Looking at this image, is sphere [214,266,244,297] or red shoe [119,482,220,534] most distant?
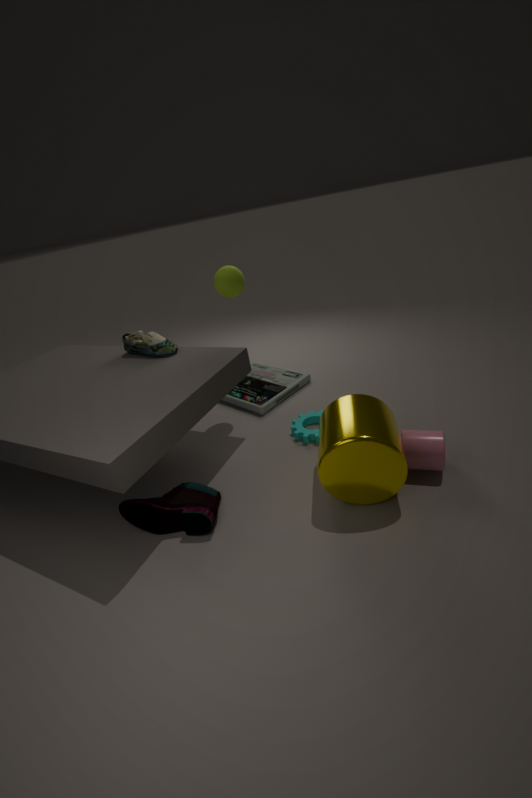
sphere [214,266,244,297]
